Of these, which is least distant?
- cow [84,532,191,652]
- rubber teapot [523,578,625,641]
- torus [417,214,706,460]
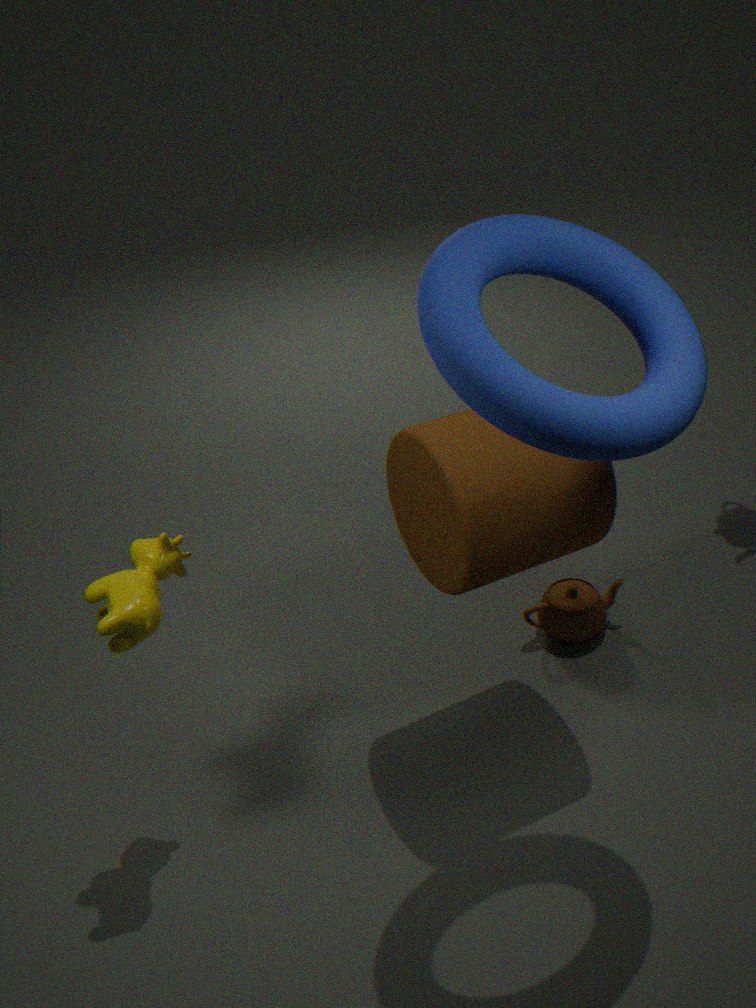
torus [417,214,706,460]
